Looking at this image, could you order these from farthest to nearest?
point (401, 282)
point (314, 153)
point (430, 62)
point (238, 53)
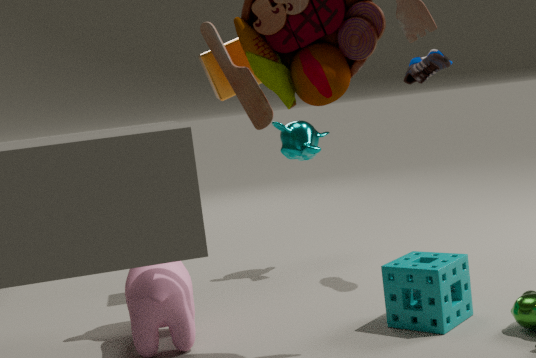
point (314, 153) → point (238, 53) → point (430, 62) → point (401, 282)
